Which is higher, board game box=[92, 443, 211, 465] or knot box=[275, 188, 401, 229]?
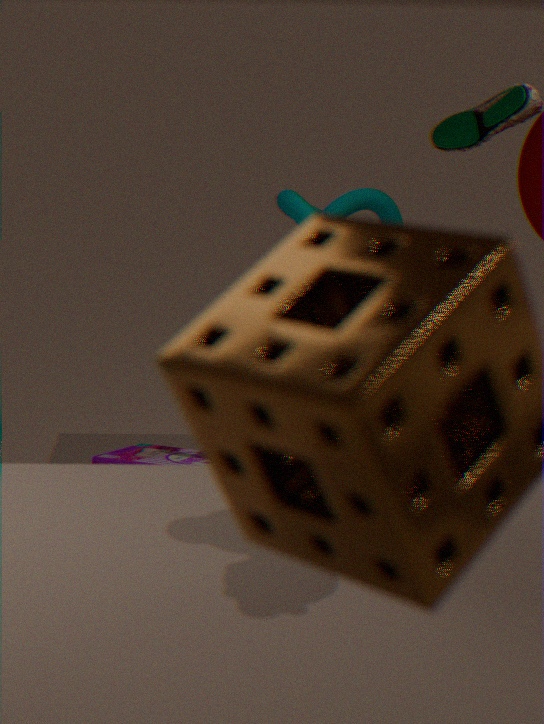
knot box=[275, 188, 401, 229]
